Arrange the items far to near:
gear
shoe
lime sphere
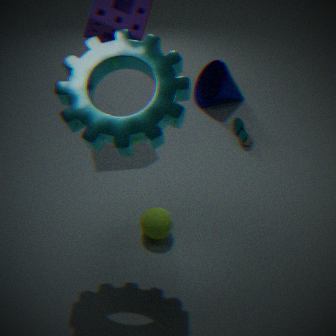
shoe → lime sphere → gear
